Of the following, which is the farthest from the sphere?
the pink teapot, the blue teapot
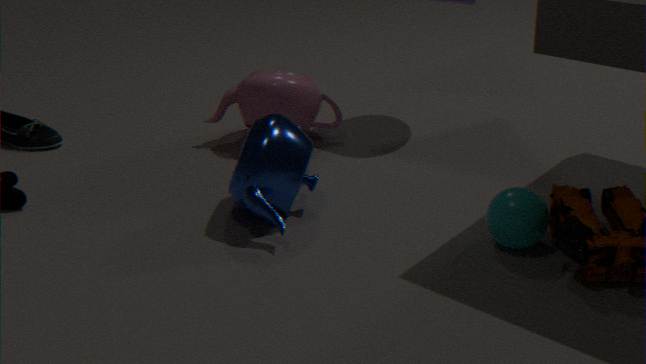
the pink teapot
